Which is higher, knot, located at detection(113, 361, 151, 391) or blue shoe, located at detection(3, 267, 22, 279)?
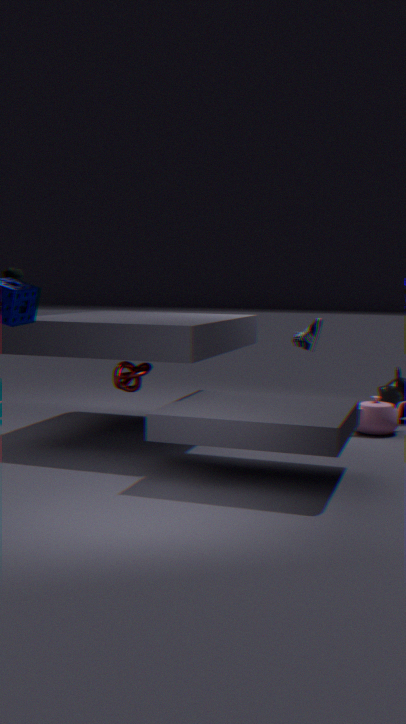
blue shoe, located at detection(3, 267, 22, 279)
